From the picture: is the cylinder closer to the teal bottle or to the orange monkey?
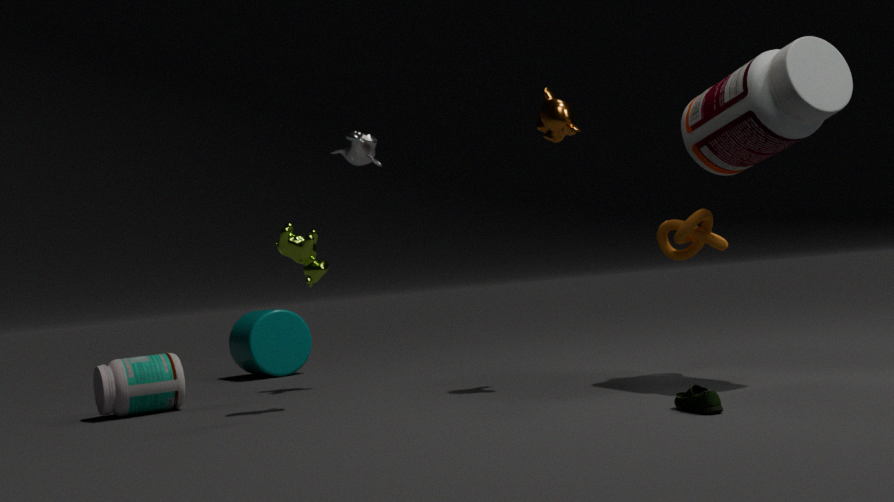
the teal bottle
